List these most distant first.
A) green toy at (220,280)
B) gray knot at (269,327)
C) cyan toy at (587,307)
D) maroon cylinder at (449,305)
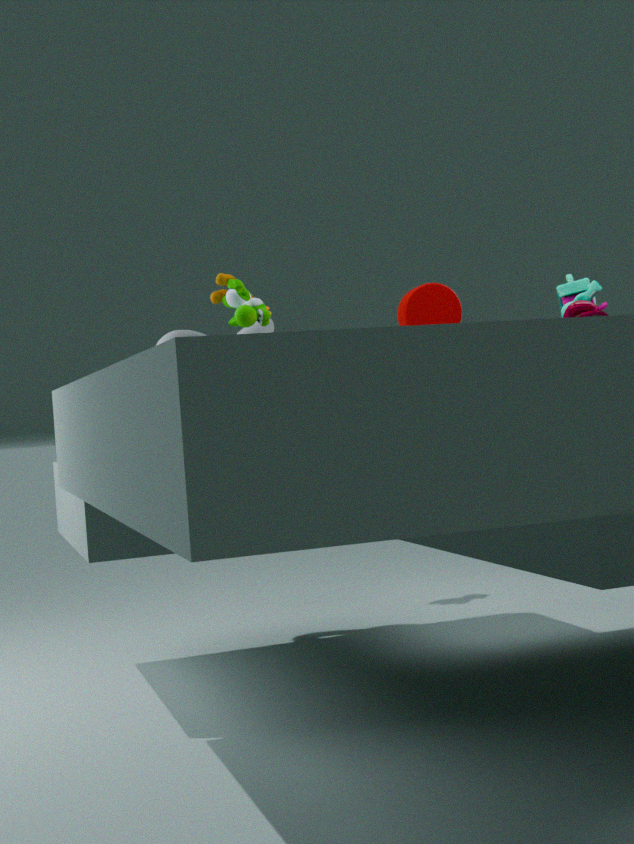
1. gray knot at (269,327)
2. maroon cylinder at (449,305)
3. green toy at (220,280)
4. cyan toy at (587,307)
